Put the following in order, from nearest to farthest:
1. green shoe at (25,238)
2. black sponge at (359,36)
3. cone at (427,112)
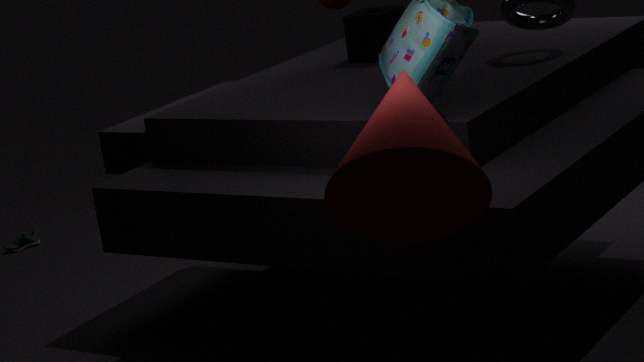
cone at (427,112) → black sponge at (359,36) → green shoe at (25,238)
